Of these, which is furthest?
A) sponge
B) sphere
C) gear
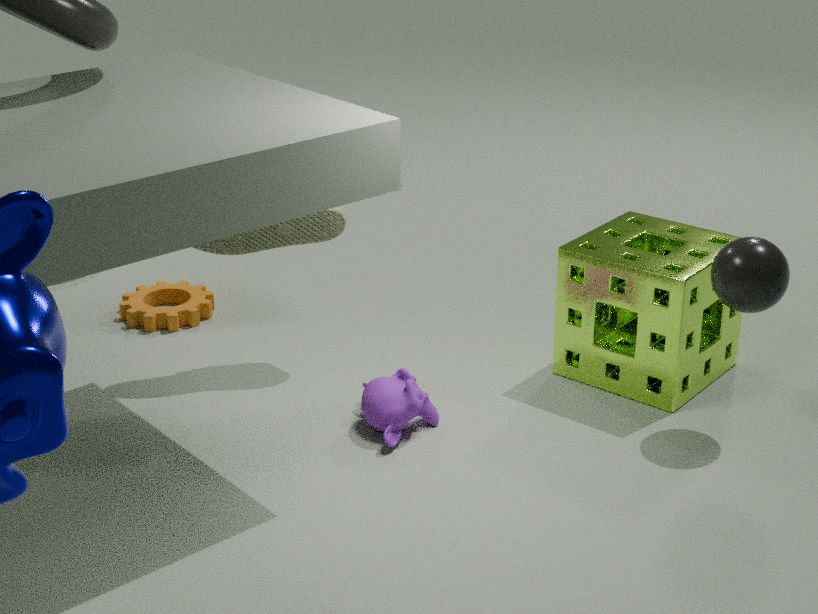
gear
